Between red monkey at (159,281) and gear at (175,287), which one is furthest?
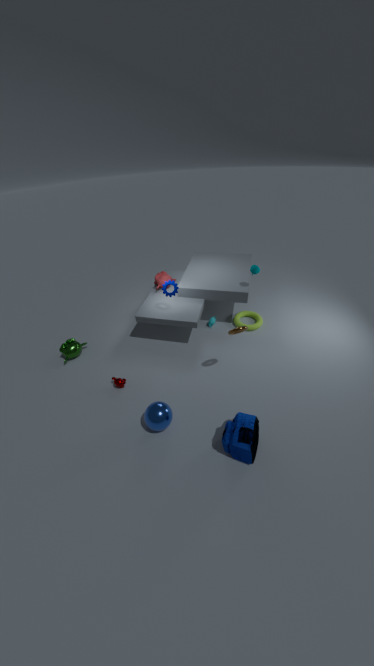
red monkey at (159,281)
